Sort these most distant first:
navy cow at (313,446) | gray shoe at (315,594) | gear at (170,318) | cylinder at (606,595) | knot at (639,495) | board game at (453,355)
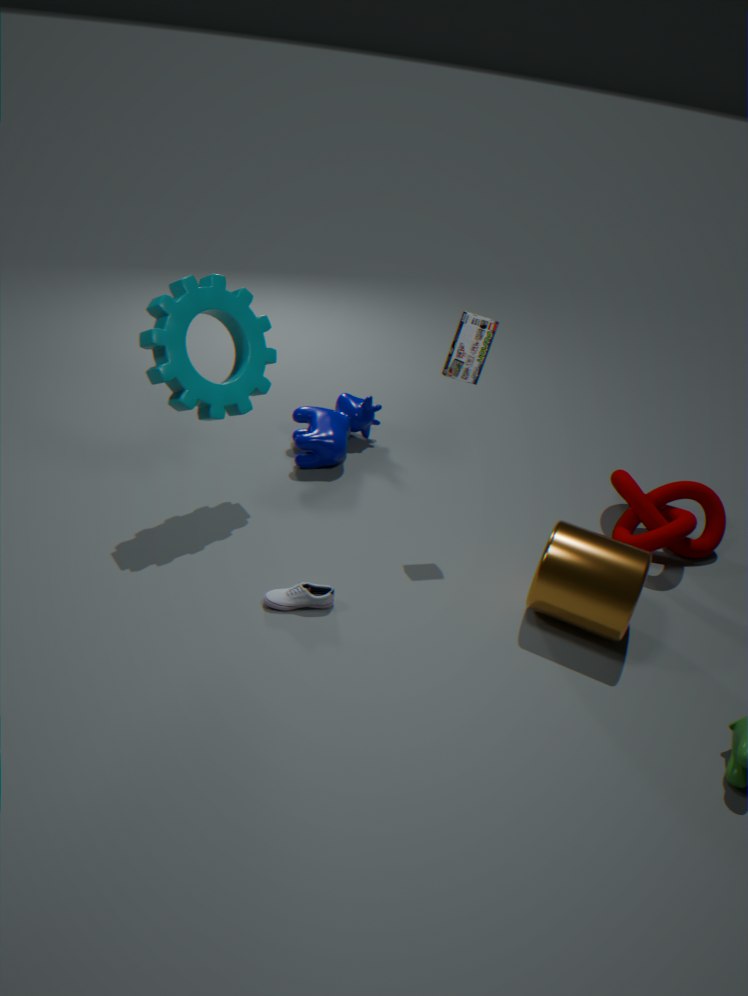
navy cow at (313,446), knot at (639,495), board game at (453,355), gray shoe at (315,594), gear at (170,318), cylinder at (606,595)
